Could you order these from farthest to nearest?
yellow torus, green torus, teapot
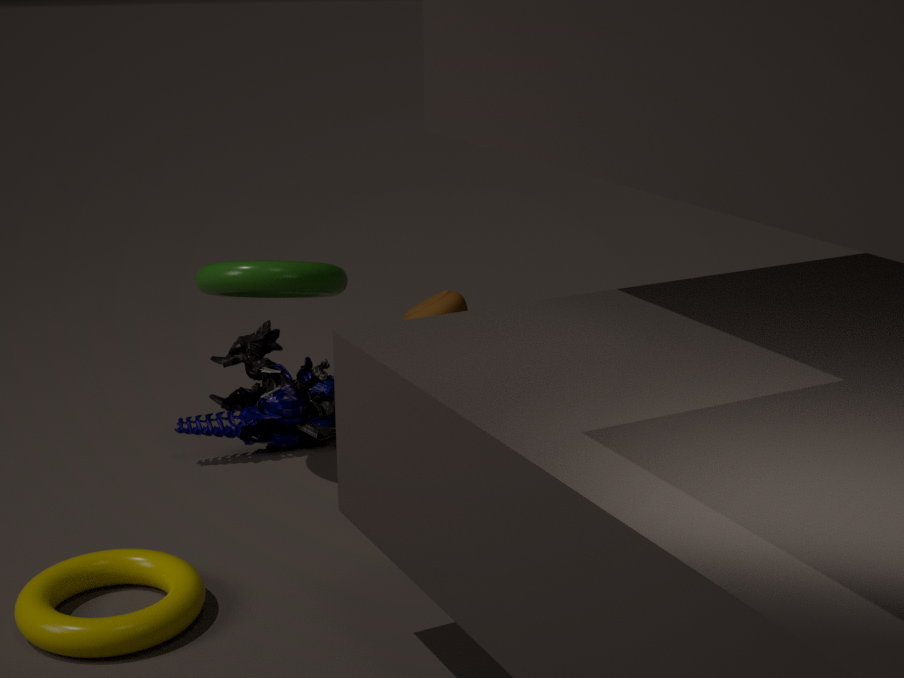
1. teapot
2. green torus
3. yellow torus
